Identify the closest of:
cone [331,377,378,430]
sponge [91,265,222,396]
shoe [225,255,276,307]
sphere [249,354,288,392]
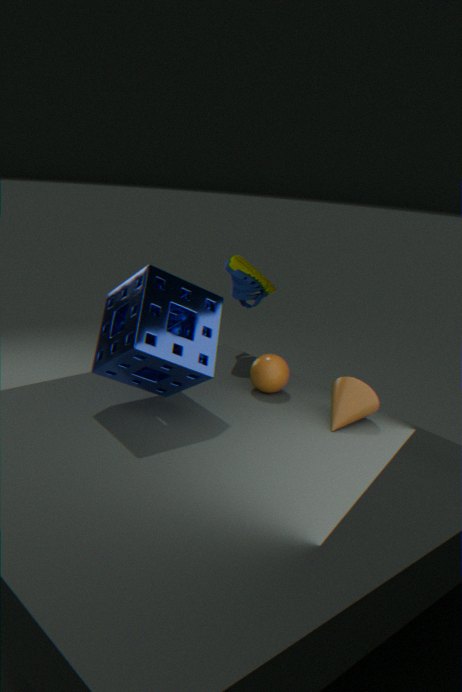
sponge [91,265,222,396]
